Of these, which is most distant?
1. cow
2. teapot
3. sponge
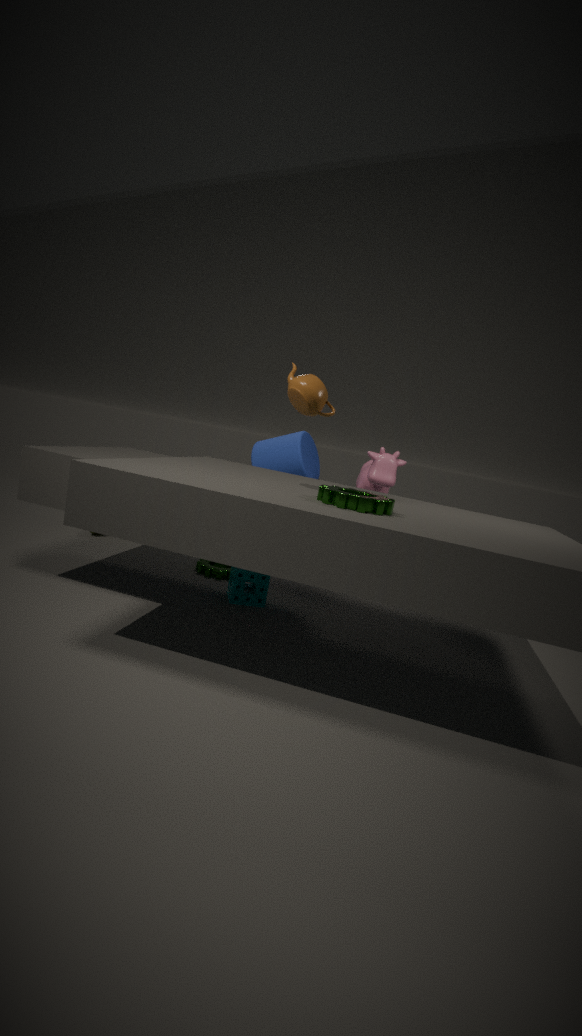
cow
